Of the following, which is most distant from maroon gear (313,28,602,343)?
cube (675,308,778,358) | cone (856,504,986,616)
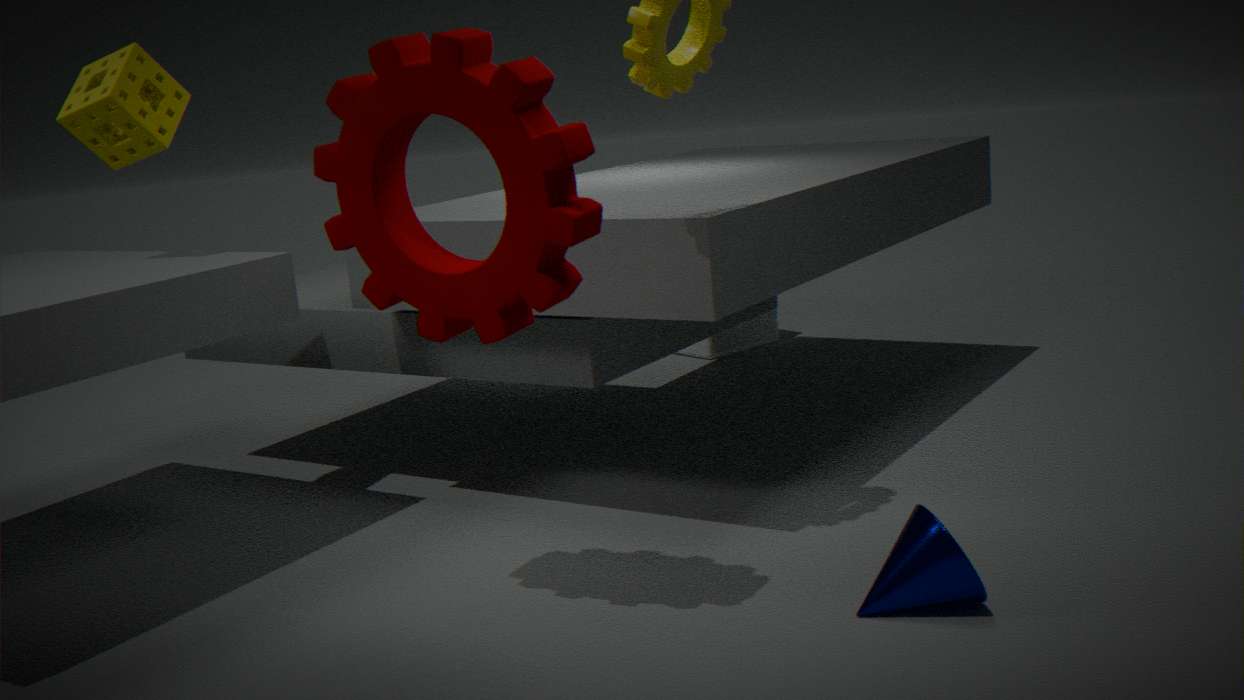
cube (675,308,778,358)
